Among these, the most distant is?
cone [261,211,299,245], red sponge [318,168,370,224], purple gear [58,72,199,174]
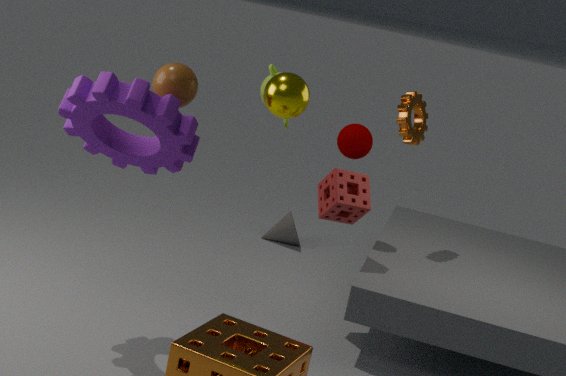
cone [261,211,299,245]
